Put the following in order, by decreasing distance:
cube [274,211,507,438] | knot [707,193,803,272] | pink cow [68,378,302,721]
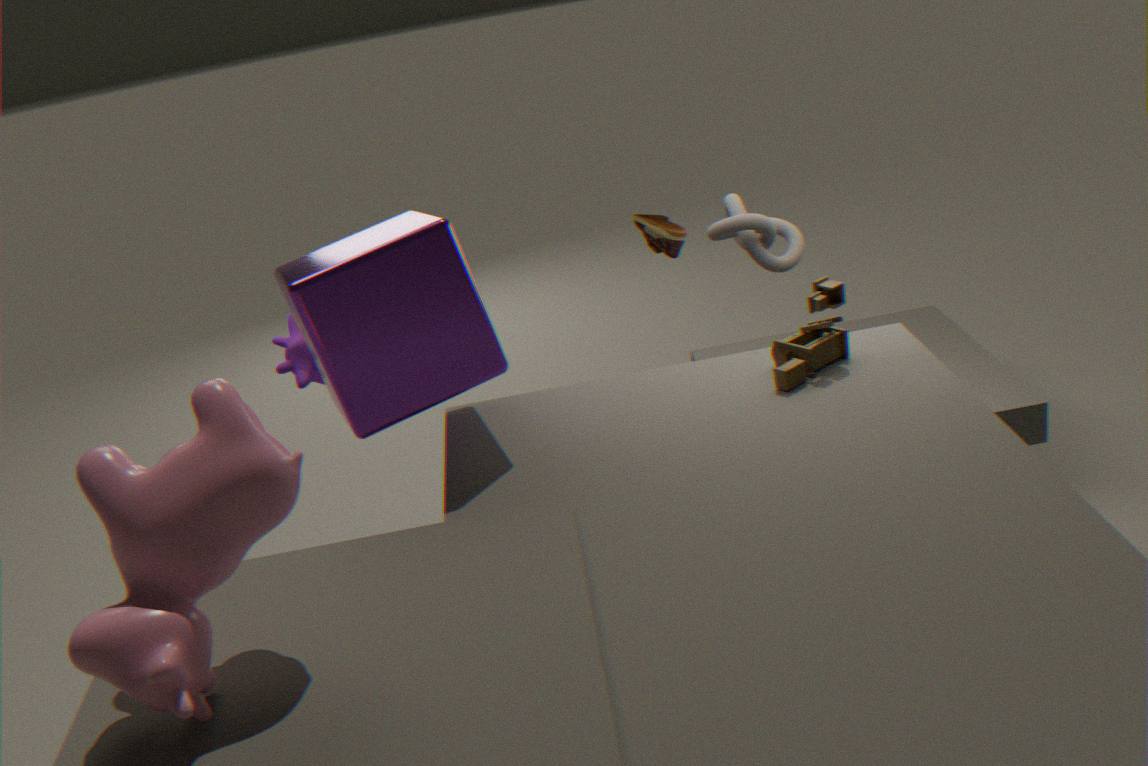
knot [707,193,803,272]
cube [274,211,507,438]
pink cow [68,378,302,721]
